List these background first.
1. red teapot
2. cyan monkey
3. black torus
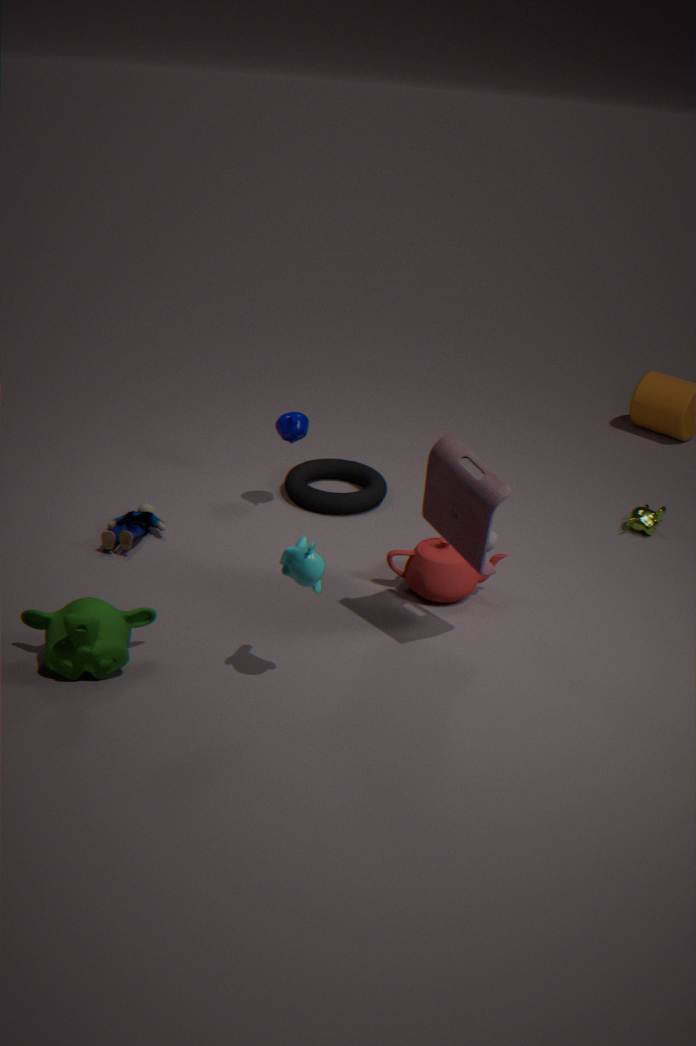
black torus, red teapot, cyan monkey
